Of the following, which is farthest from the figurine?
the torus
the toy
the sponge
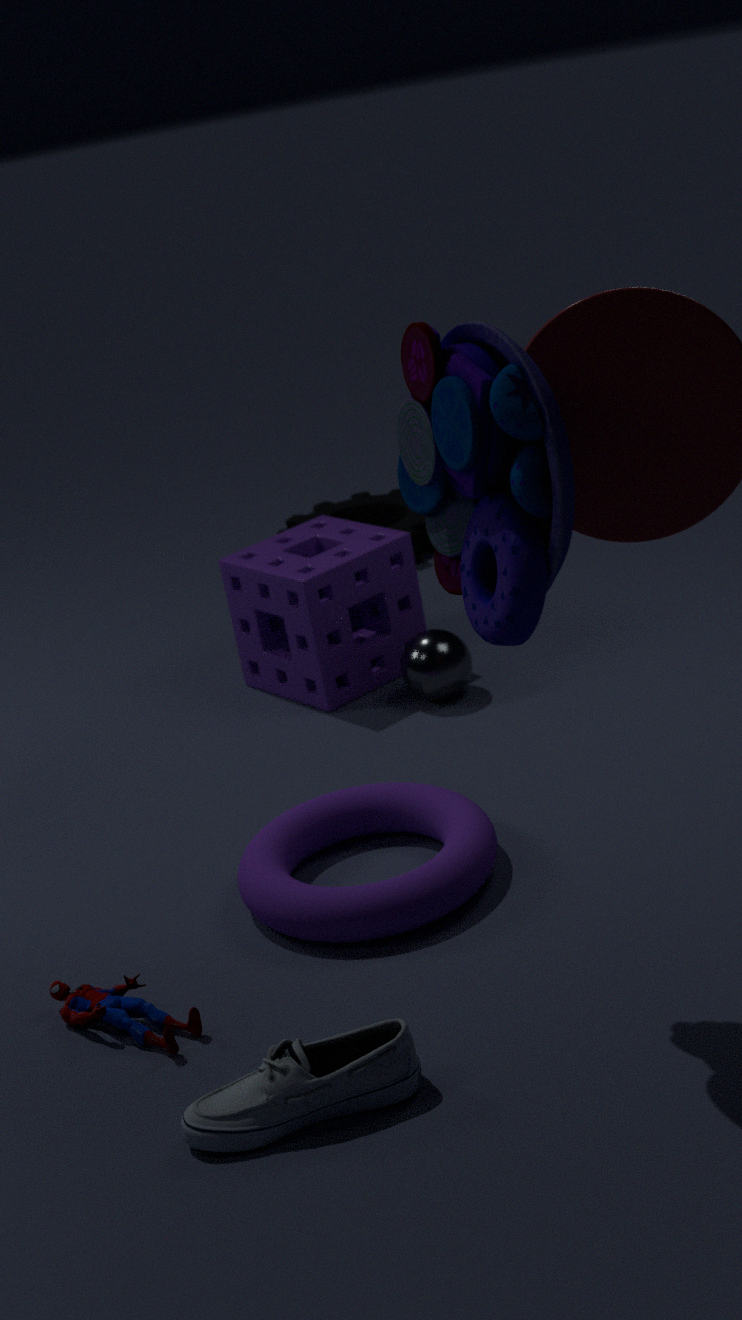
the sponge
